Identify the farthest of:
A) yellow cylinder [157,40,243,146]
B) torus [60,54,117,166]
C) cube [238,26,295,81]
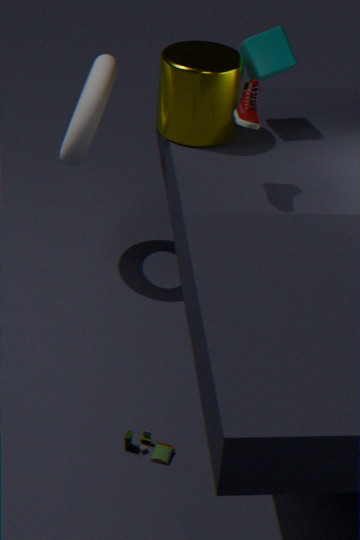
cube [238,26,295,81]
